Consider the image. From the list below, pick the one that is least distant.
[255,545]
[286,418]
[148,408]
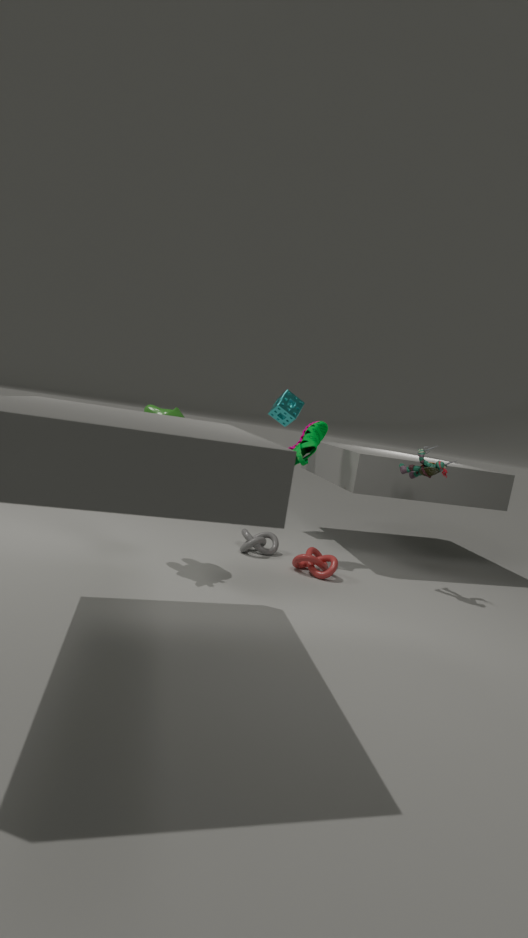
[148,408]
